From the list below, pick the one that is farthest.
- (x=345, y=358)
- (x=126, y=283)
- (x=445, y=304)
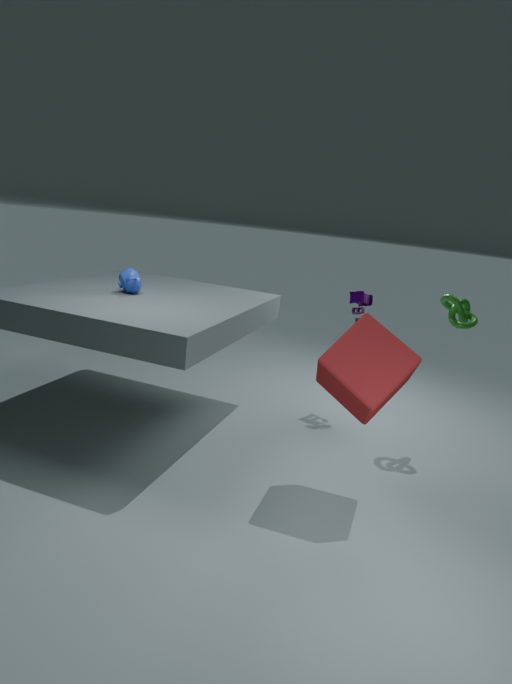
(x=445, y=304)
